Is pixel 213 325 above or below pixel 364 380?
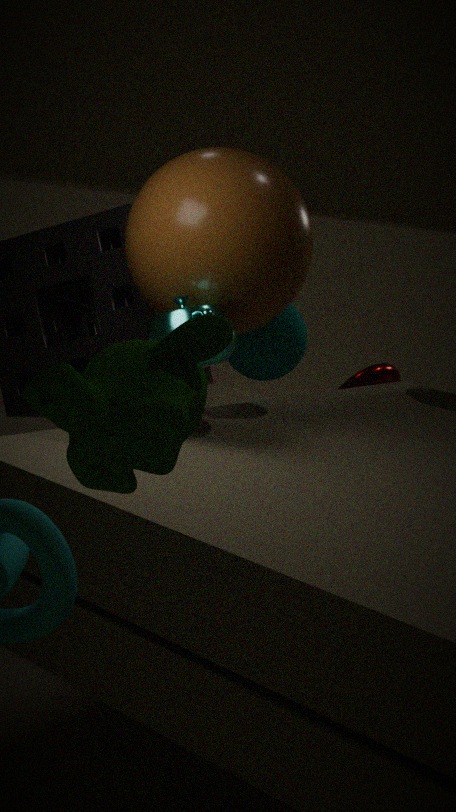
above
